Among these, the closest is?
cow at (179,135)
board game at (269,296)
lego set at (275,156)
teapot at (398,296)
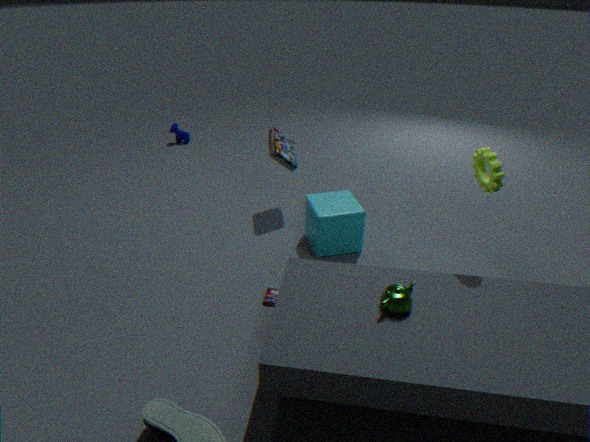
teapot at (398,296)
